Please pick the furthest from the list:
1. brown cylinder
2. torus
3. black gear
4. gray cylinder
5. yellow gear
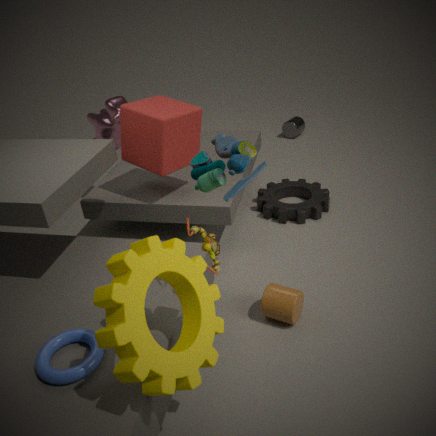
gray cylinder
